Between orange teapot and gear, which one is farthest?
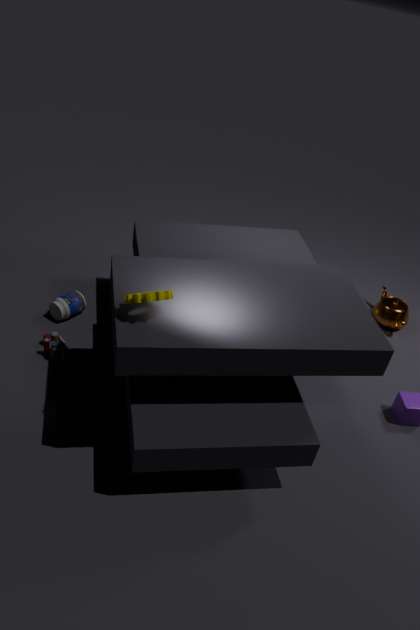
orange teapot
